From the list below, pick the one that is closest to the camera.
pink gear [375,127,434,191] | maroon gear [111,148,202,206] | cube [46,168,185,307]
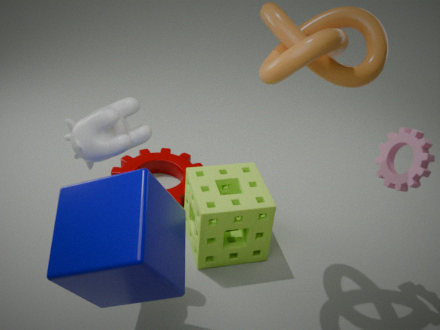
cube [46,168,185,307]
